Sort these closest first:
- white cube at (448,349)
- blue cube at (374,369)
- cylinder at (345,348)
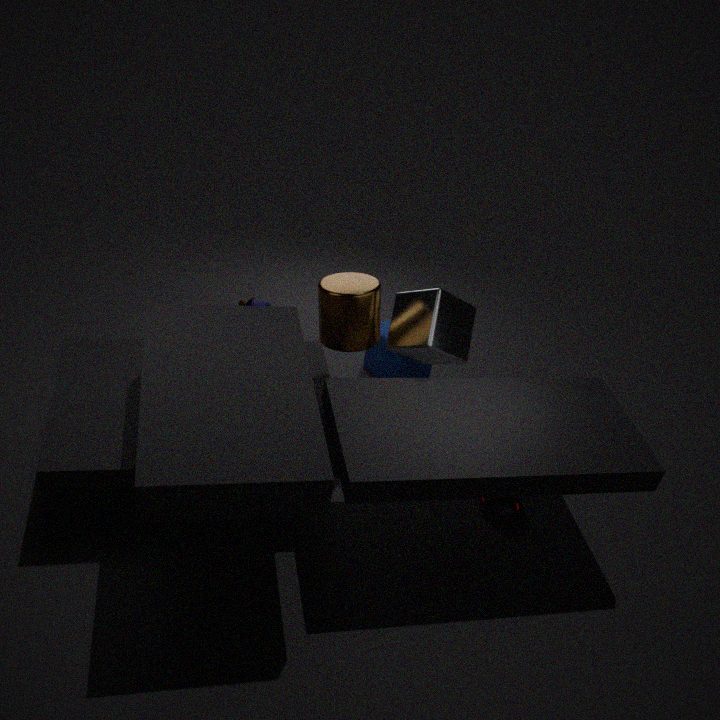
cylinder at (345,348)
white cube at (448,349)
blue cube at (374,369)
